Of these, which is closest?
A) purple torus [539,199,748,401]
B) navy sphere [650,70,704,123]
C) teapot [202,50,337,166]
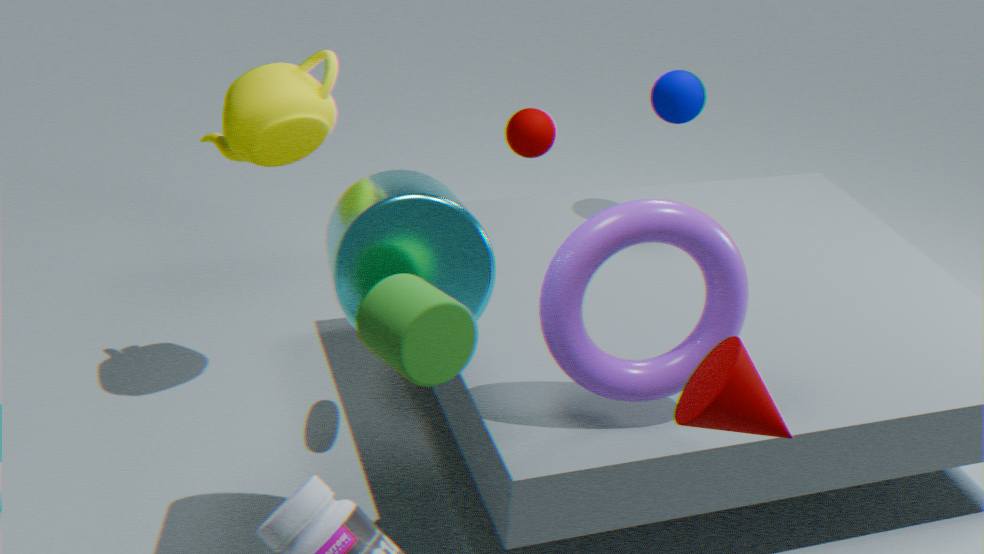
purple torus [539,199,748,401]
